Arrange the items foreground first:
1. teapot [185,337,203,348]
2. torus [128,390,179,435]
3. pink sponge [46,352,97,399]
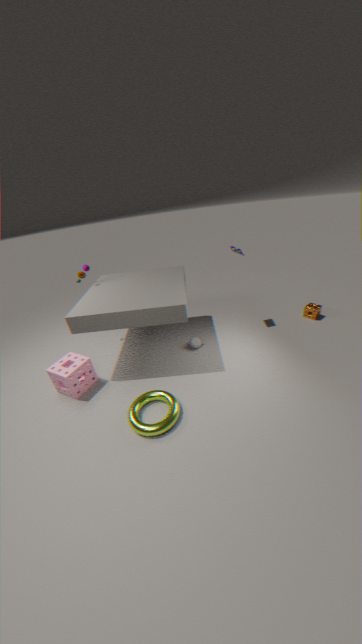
torus [128,390,179,435] < pink sponge [46,352,97,399] < teapot [185,337,203,348]
